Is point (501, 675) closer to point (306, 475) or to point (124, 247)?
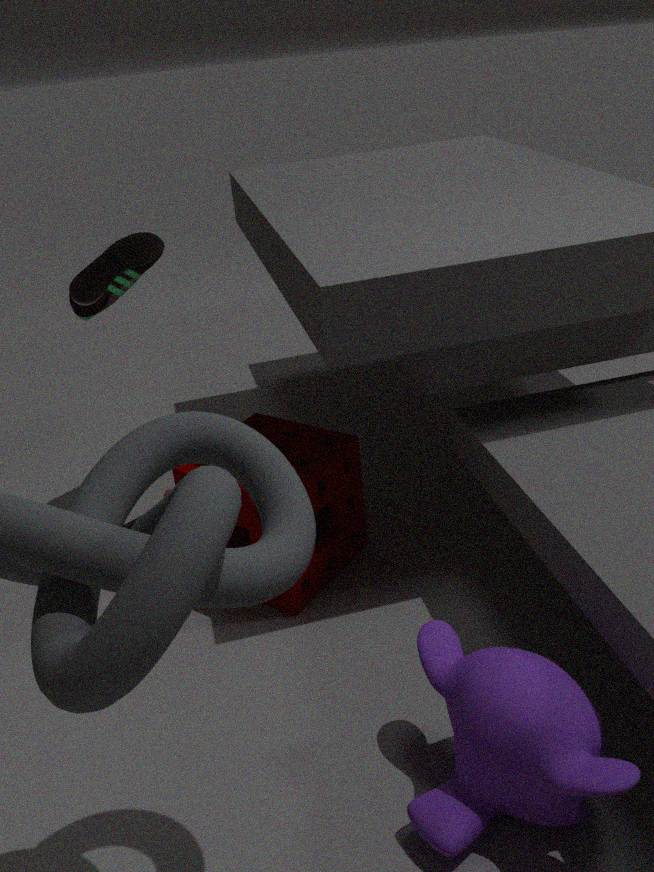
point (306, 475)
